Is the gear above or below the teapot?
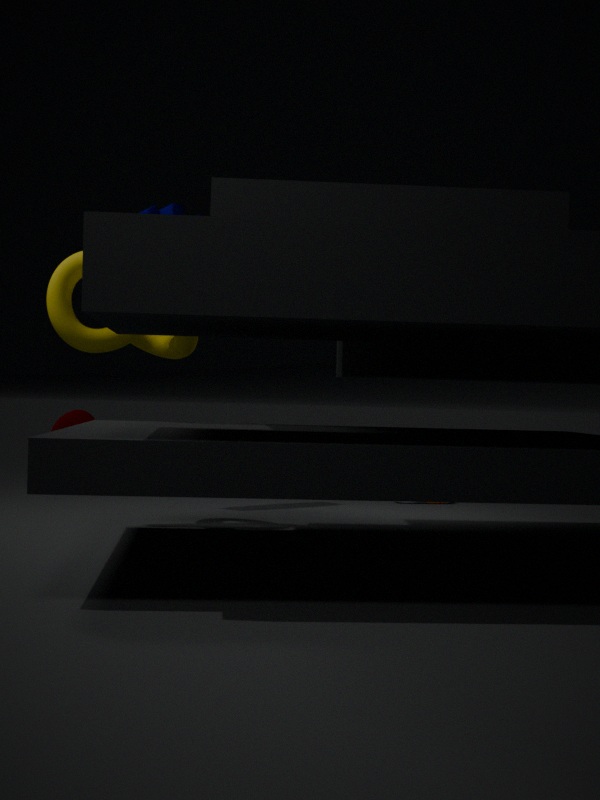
above
